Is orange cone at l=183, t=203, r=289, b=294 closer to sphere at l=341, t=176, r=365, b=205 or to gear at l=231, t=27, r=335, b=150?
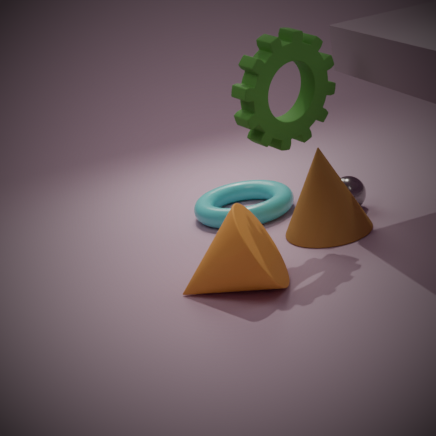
gear at l=231, t=27, r=335, b=150
